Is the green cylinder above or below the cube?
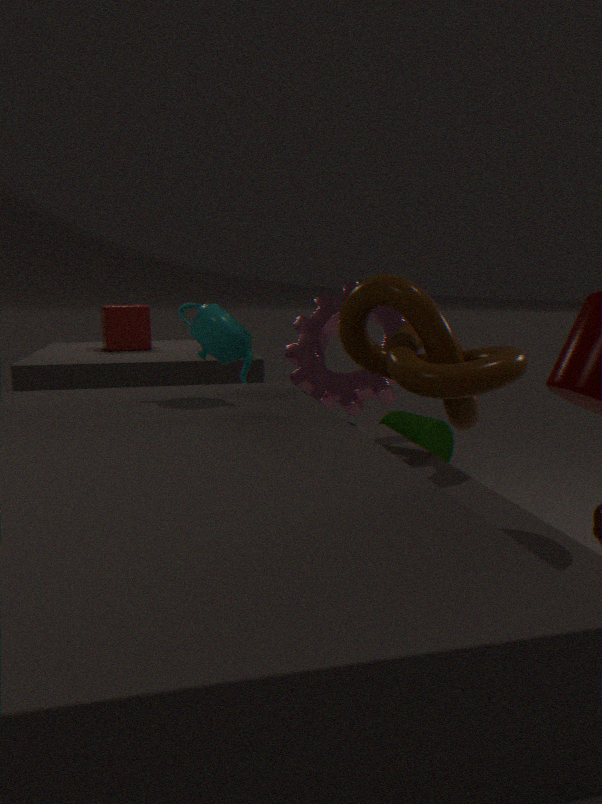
below
